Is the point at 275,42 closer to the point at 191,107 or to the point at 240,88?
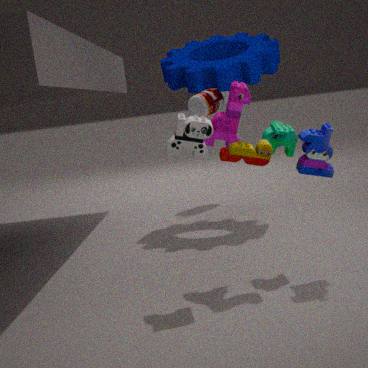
the point at 191,107
